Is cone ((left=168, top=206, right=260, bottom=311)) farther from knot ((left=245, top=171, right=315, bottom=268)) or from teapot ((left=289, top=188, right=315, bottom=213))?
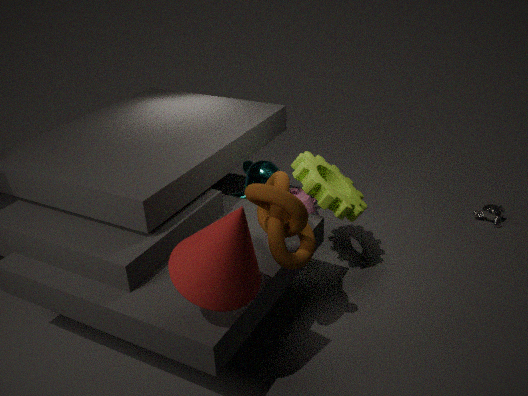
teapot ((left=289, top=188, right=315, bottom=213))
